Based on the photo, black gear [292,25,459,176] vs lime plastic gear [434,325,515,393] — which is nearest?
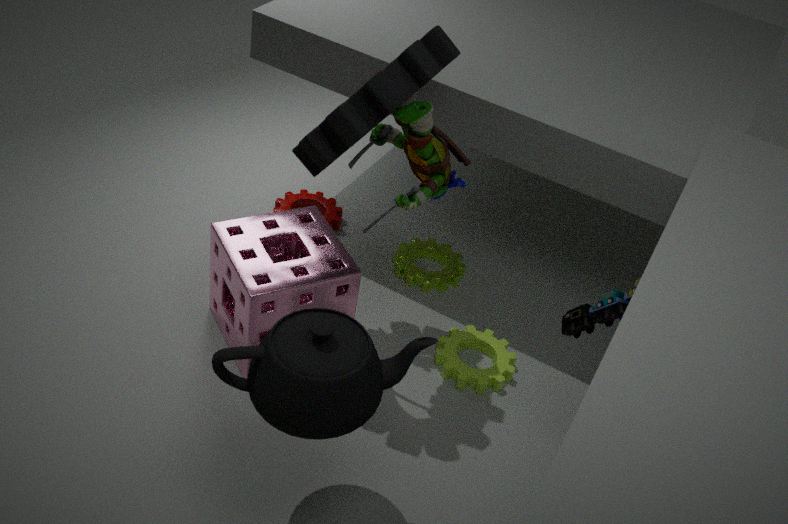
black gear [292,25,459,176]
